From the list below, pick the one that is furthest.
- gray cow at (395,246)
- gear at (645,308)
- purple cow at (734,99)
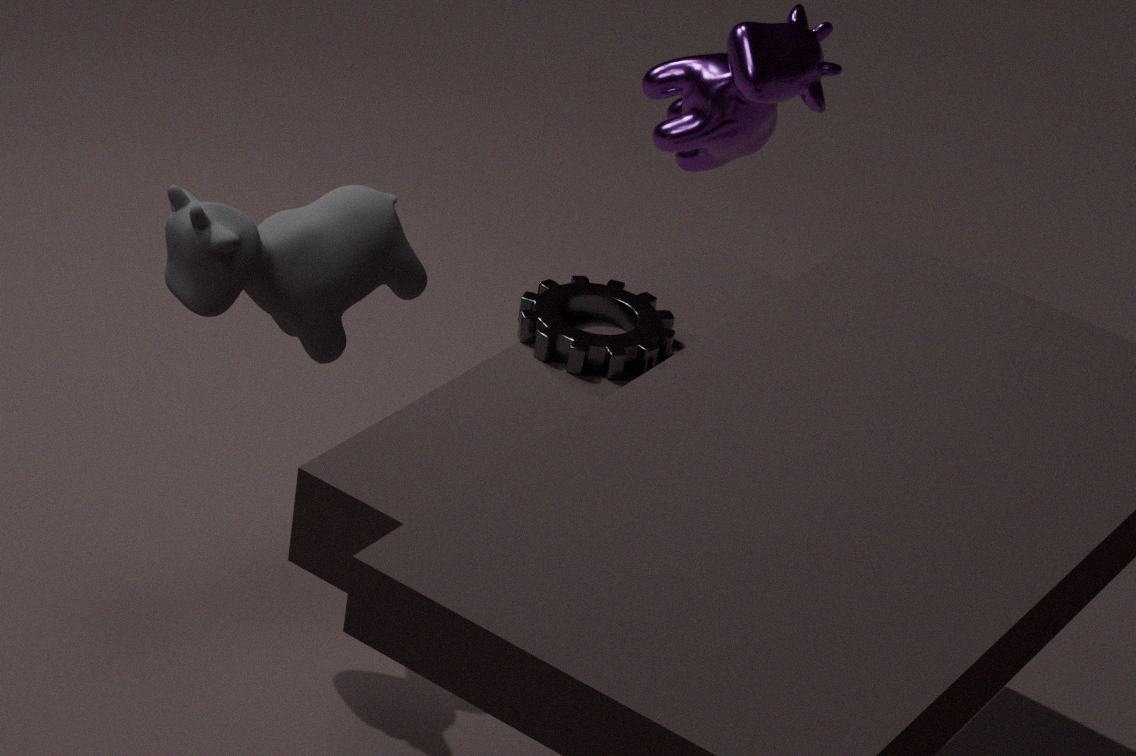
purple cow at (734,99)
